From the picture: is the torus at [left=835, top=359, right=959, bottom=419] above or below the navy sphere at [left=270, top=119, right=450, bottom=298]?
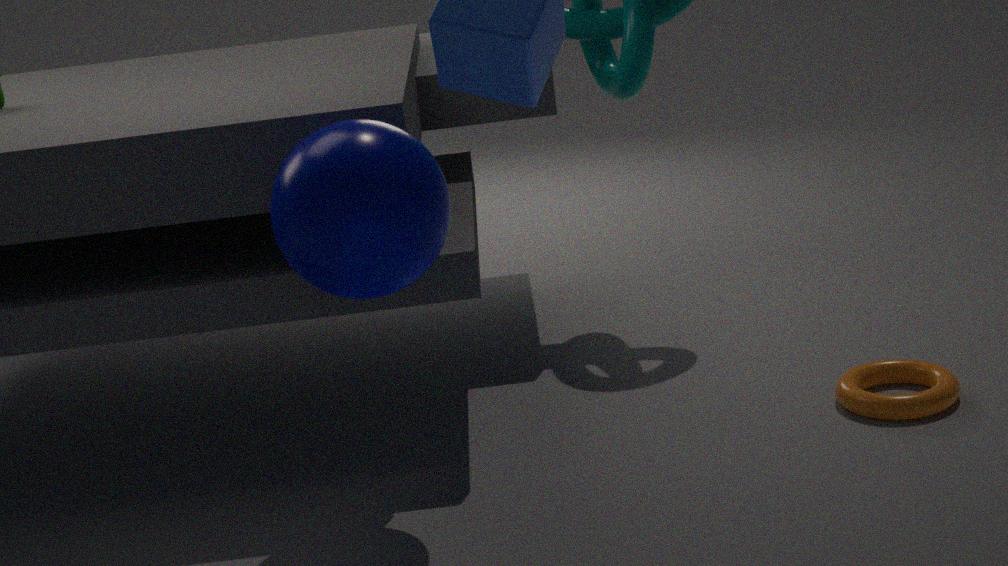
below
